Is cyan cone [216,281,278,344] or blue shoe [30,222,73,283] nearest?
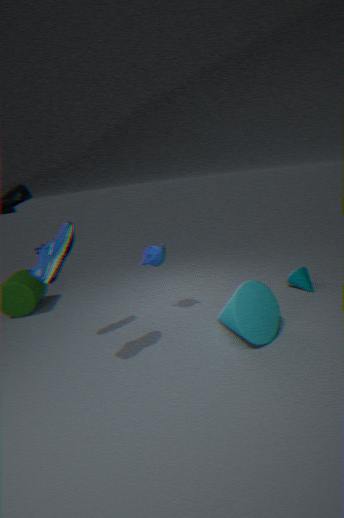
blue shoe [30,222,73,283]
